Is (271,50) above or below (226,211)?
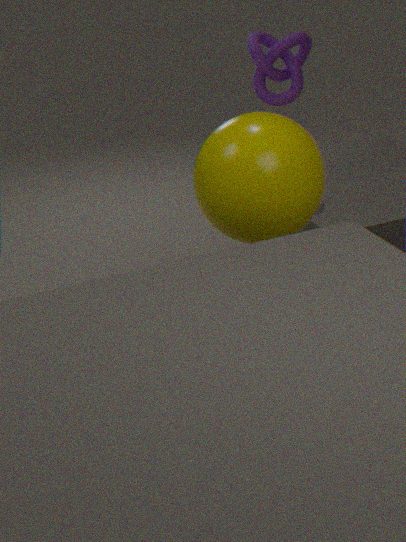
above
